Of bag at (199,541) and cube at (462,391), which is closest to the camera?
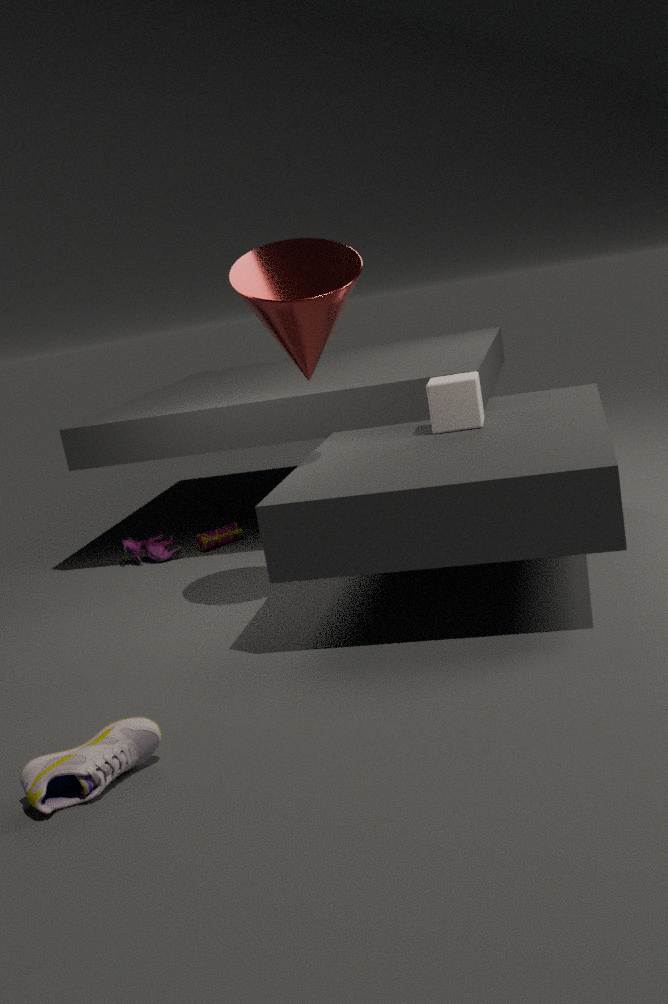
cube at (462,391)
